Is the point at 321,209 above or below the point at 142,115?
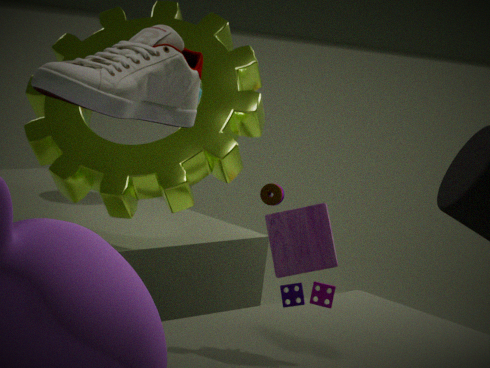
below
